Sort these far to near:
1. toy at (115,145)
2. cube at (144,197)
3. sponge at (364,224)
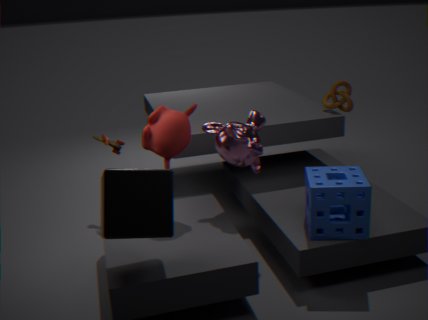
toy at (115,145) → sponge at (364,224) → cube at (144,197)
